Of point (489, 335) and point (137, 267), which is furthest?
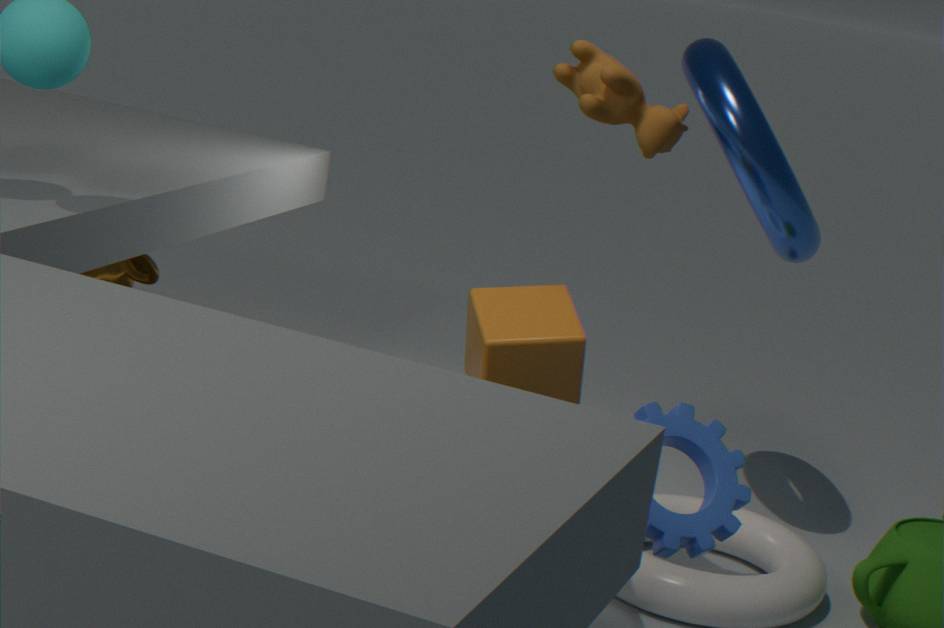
point (137, 267)
